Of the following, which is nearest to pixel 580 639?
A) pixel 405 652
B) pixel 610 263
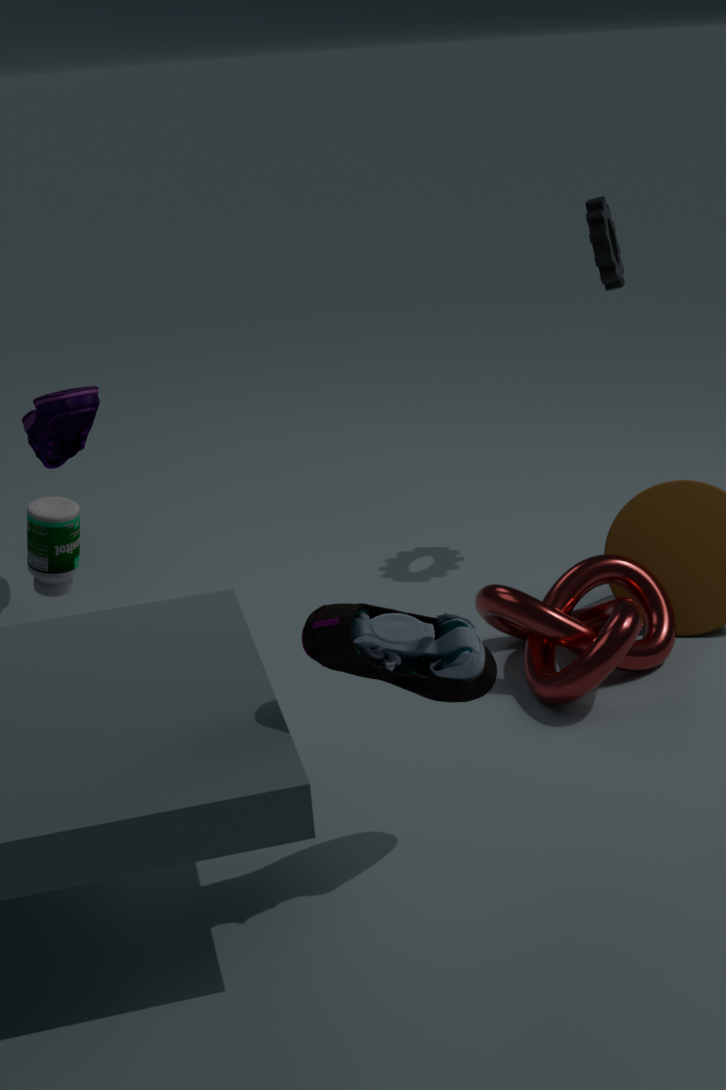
pixel 405 652
